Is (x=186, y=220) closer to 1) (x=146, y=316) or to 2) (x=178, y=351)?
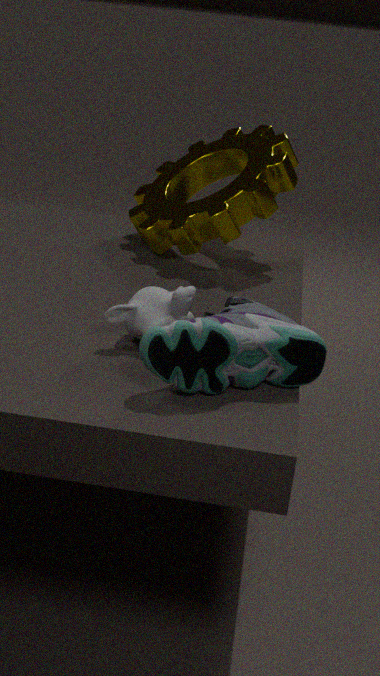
1) (x=146, y=316)
